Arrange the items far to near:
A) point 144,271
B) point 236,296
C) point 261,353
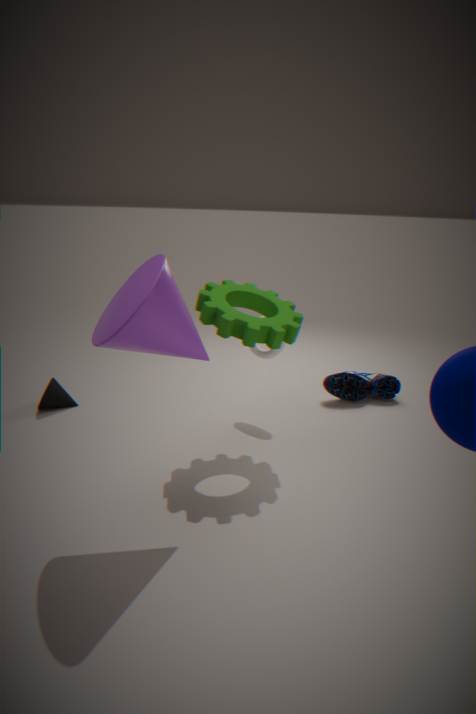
point 261,353
point 236,296
point 144,271
